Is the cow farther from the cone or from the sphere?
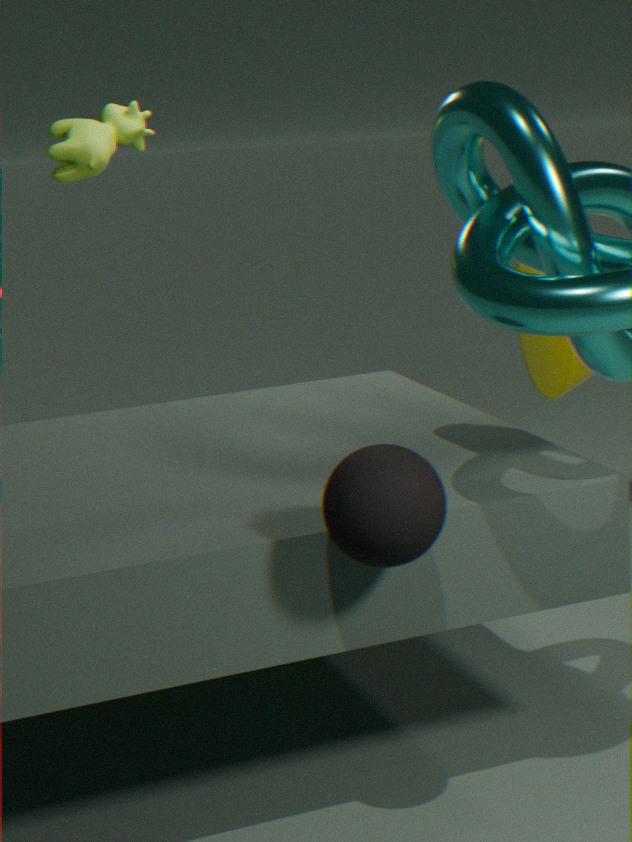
the sphere
